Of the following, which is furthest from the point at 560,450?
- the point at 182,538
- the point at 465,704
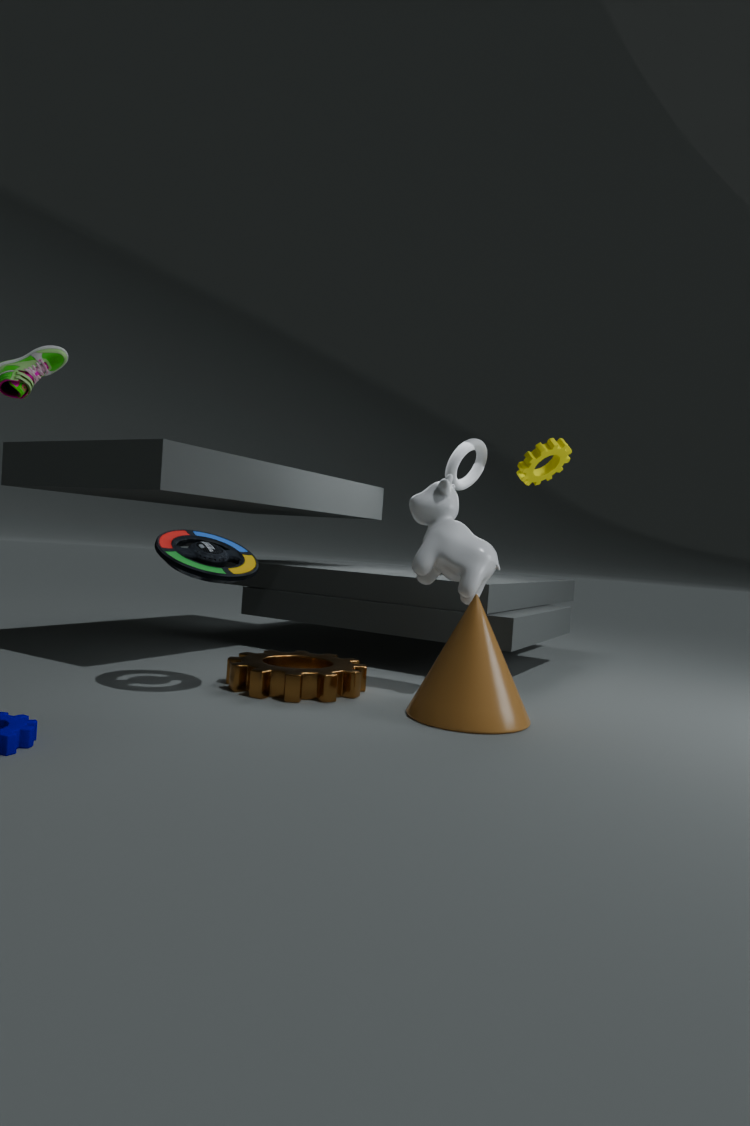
the point at 182,538
